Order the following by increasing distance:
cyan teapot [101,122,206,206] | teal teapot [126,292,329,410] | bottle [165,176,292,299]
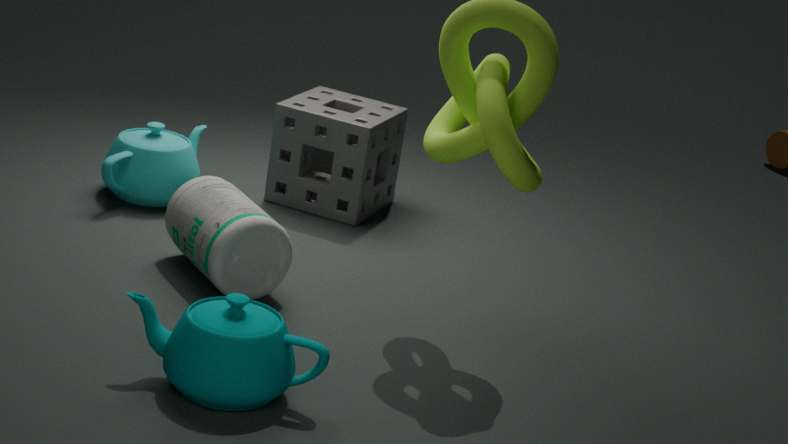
teal teapot [126,292,329,410], bottle [165,176,292,299], cyan teapot [101,122,206,206]
